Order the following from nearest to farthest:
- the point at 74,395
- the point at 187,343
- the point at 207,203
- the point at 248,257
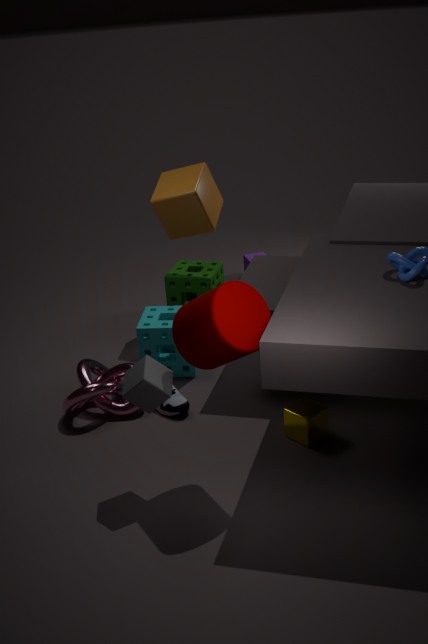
1. the point at 187,343
2. the point at 74,395
3. the point at 207,203
4. the point at 248,257
